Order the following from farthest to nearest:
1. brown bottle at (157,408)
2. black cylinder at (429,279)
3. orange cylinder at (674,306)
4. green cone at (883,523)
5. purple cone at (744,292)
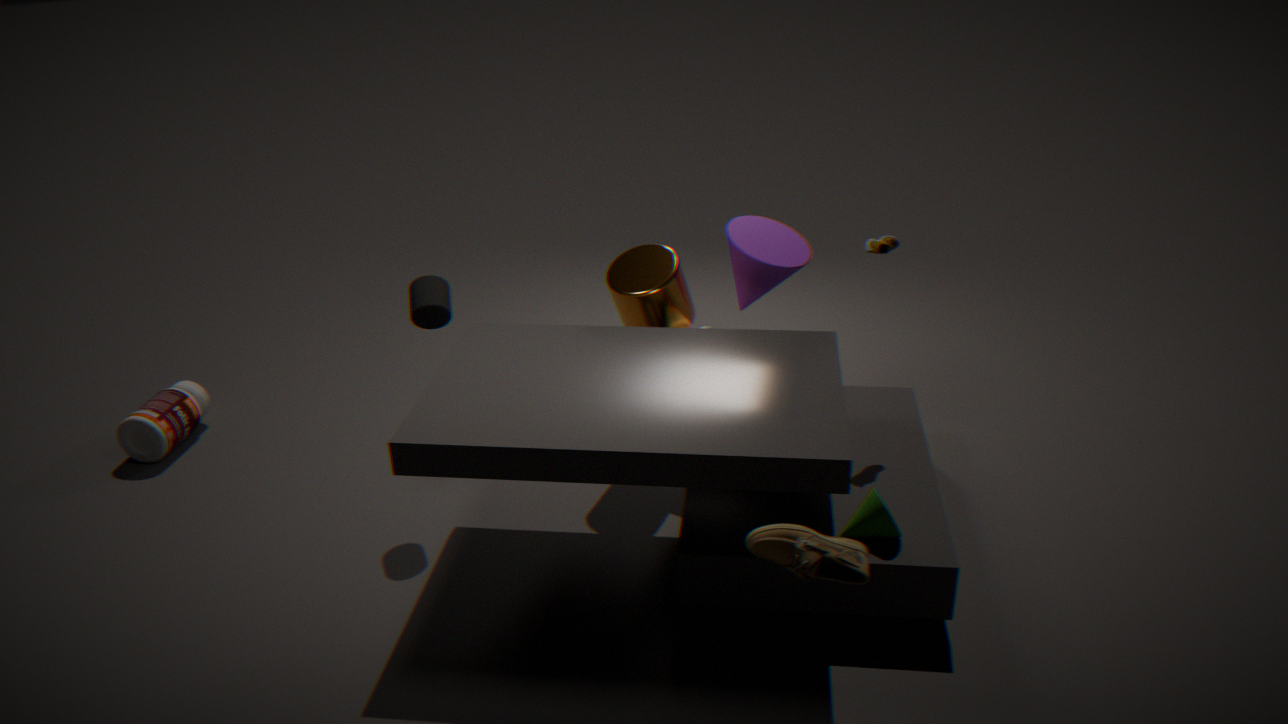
1. brown bottle at (157,408)
2. purple cone at (744,292)
3. orange cylinder at (674,306)
4. black cylinder at (429,279)
5. green cone at (883,523)
